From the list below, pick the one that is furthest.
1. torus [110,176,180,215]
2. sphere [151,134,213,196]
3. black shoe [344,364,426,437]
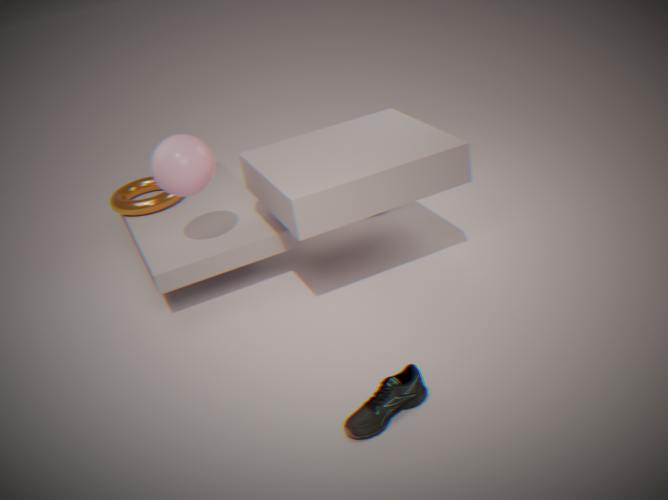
torus [110,176,180,215]
